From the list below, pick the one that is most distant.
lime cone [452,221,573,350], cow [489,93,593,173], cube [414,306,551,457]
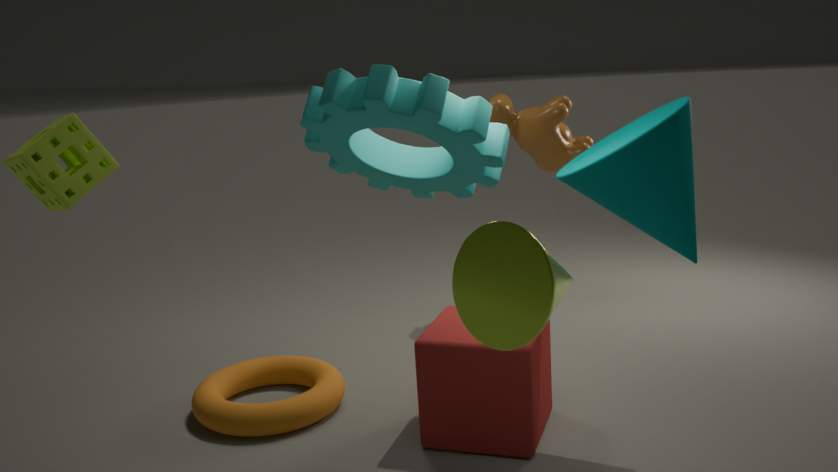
cow [489,93,593,173]
